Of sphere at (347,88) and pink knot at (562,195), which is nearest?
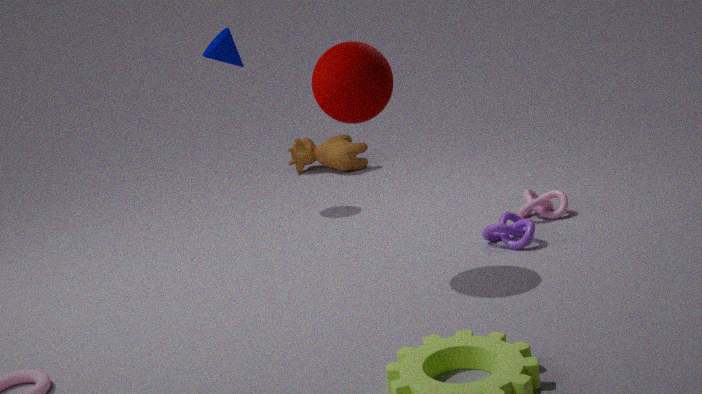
sphere at (347,88)
